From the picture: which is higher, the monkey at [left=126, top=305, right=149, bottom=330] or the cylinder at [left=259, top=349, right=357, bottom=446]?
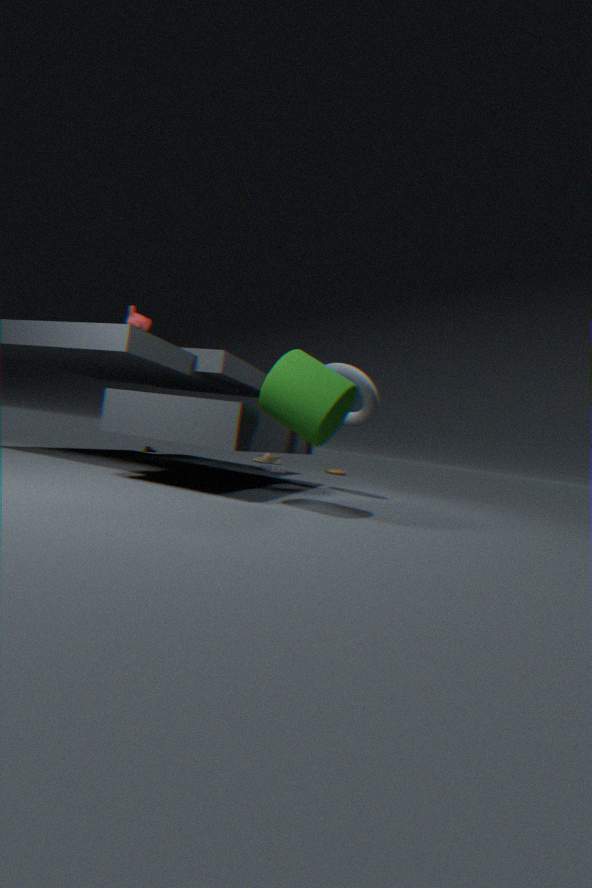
the monkey at [left=126, top=305, right=149, bottom=330]
